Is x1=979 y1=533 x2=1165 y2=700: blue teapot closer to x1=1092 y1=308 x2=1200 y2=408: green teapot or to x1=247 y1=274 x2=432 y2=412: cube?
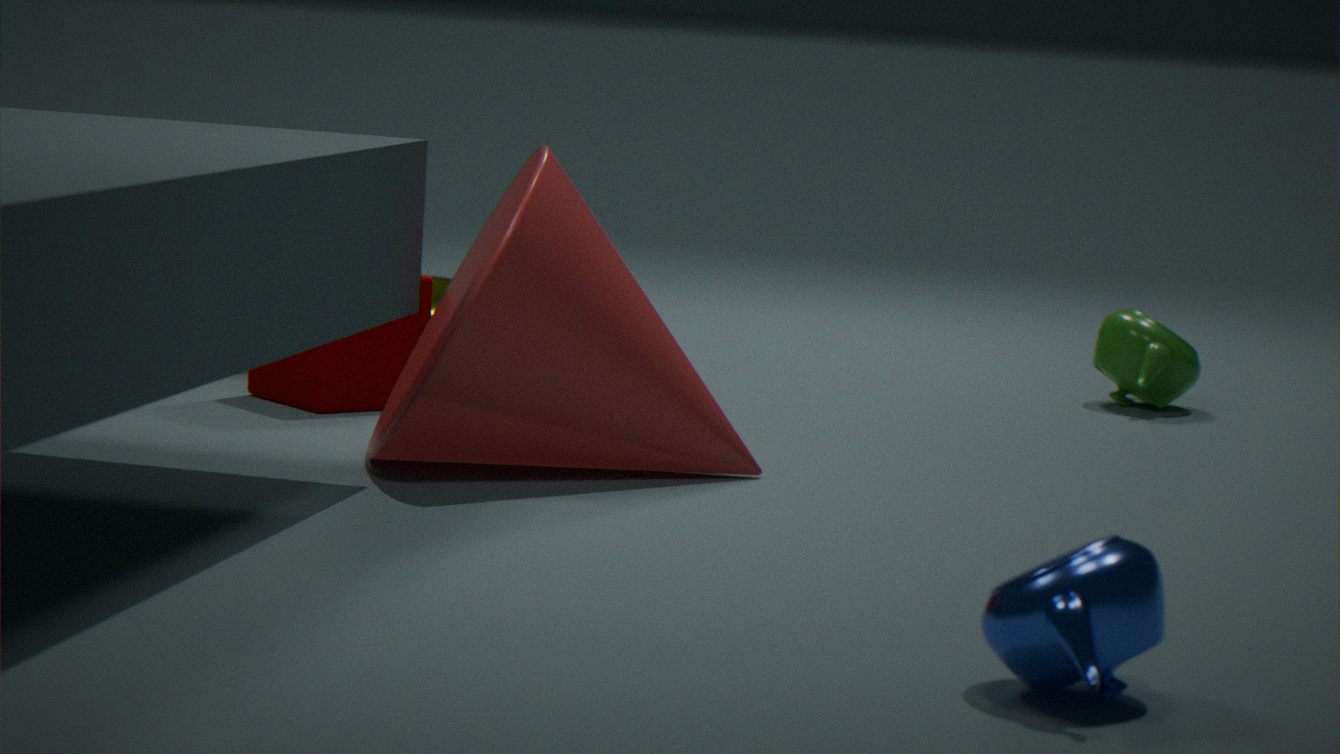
x1=247 y1=274 x2=432 y2=412: cube
